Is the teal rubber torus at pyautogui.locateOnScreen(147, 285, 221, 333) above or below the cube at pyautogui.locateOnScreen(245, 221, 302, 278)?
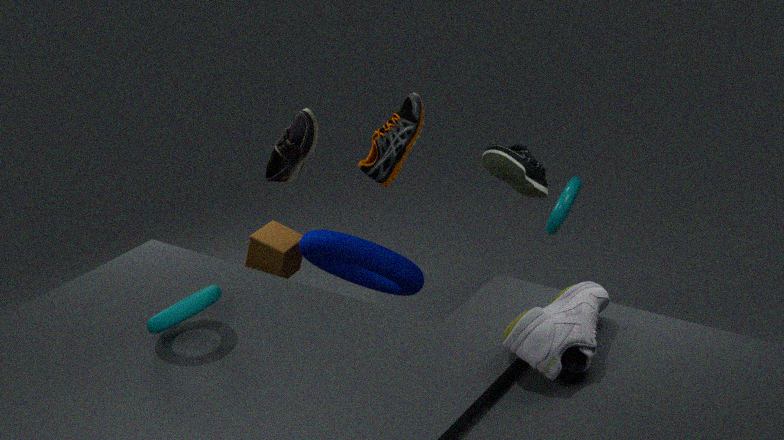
above
